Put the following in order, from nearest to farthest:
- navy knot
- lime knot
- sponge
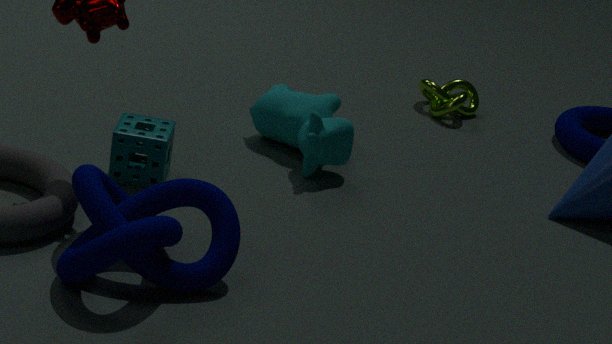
navy knot → sponge → lime knot
